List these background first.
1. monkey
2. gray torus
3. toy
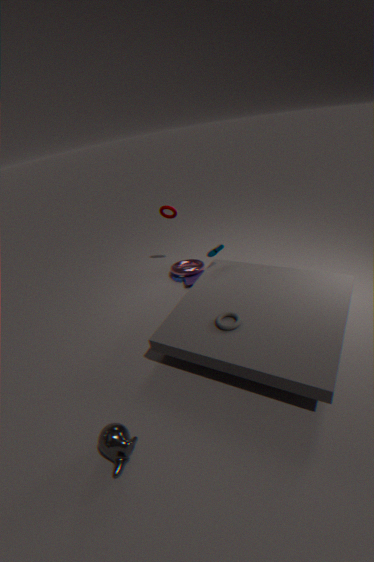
toy, gray torus, monkey
